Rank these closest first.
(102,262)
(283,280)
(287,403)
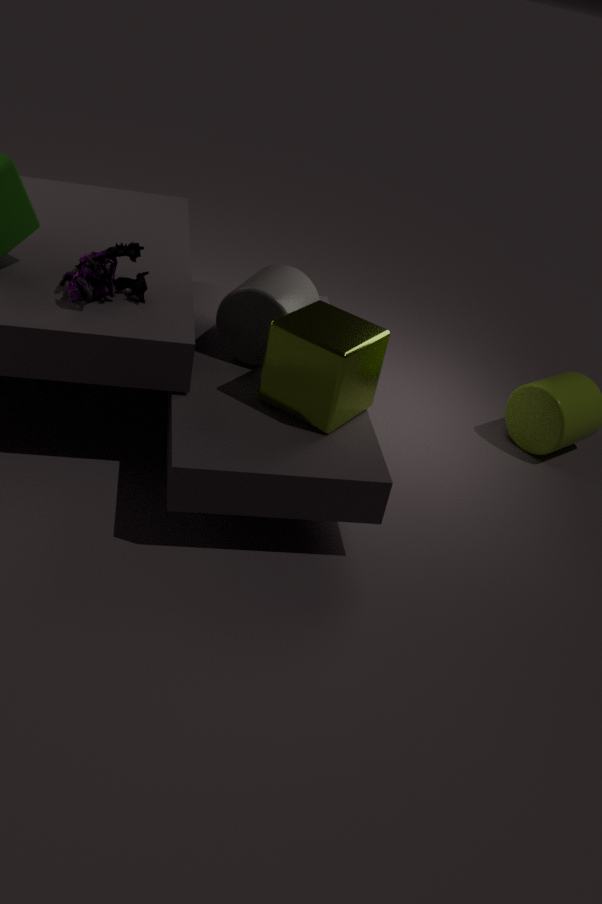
(287,403) < (102,262) < (283,280)
